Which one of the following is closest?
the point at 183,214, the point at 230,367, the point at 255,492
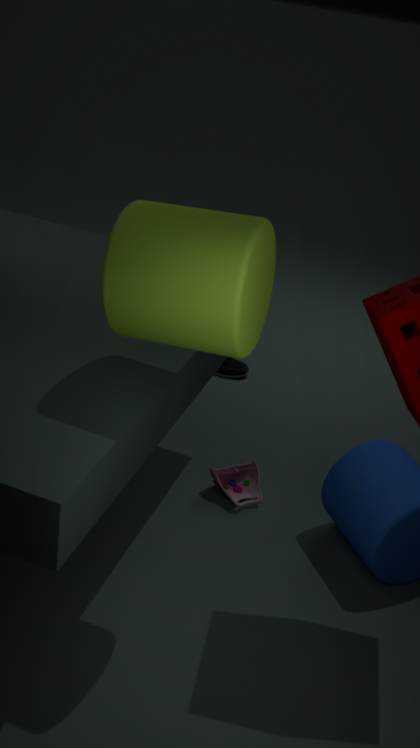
the point at 183,214
